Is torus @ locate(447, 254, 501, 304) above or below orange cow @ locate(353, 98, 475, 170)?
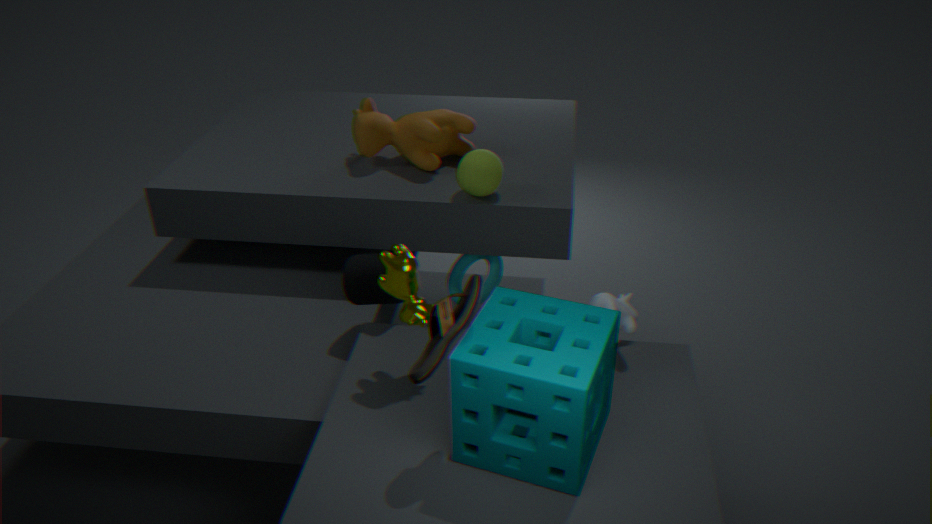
below
